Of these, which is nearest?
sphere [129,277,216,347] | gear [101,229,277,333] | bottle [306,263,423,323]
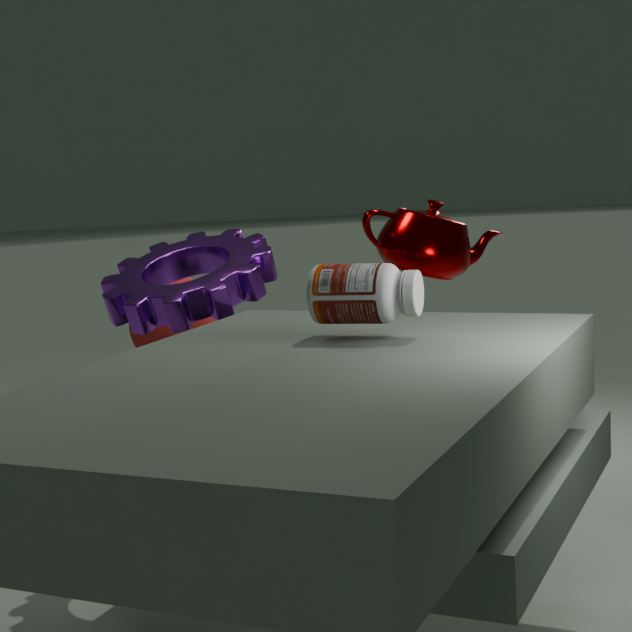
bottle [306,263,423,323]
